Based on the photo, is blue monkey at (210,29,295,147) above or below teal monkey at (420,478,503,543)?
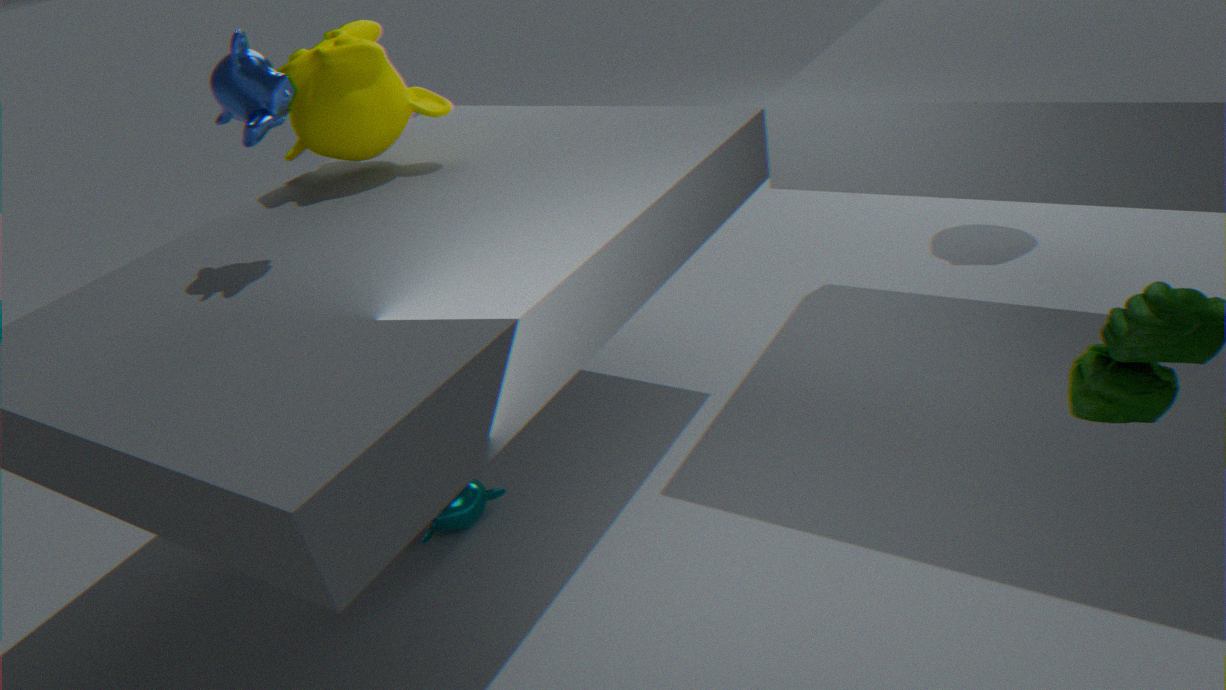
above
